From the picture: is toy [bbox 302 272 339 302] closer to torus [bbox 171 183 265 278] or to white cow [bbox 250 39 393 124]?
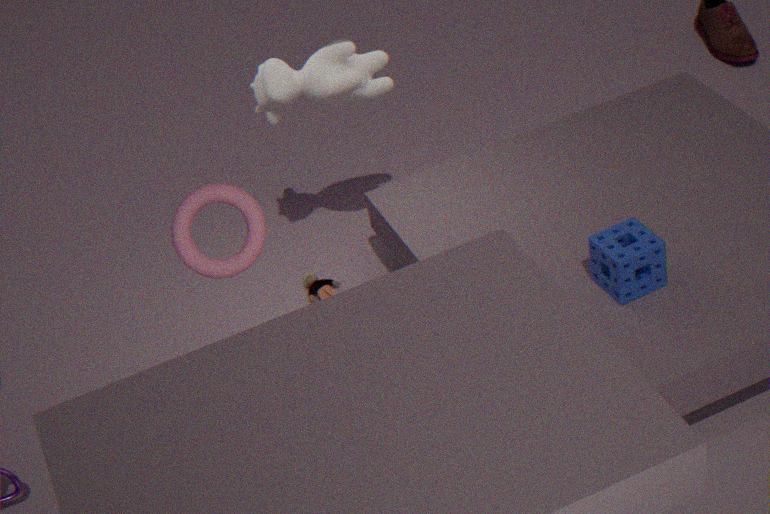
white cow [bbox 250 39 393 124]
